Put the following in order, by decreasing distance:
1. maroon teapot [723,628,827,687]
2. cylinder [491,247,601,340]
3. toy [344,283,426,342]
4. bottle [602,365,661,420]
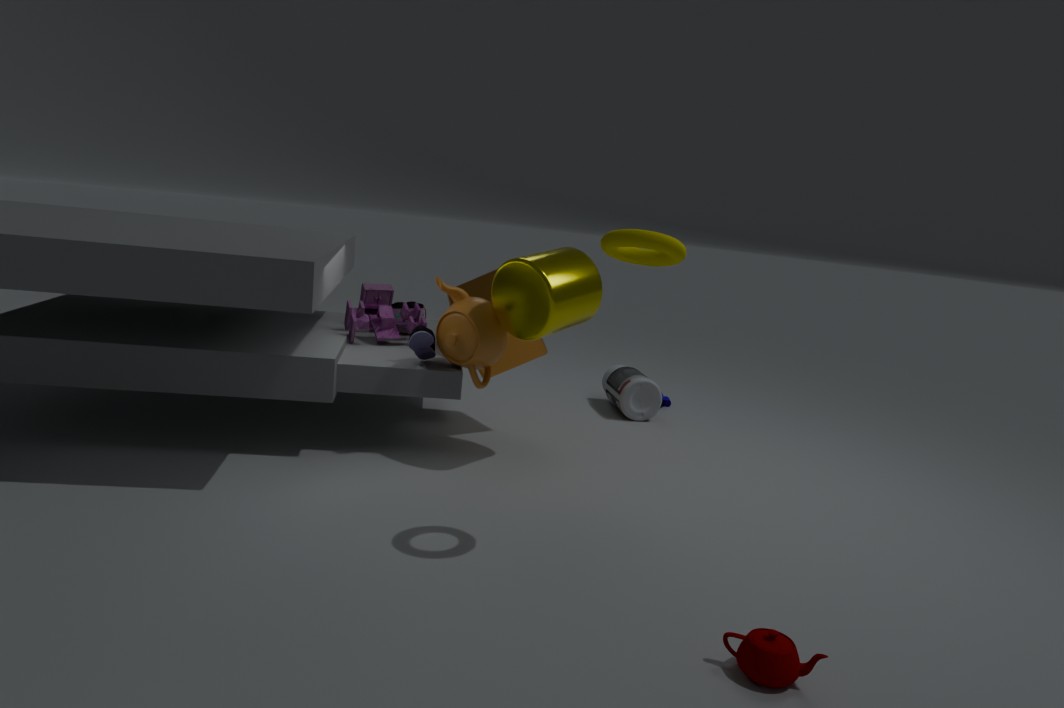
bottle [602,365,661,420] → toy [344,283,426,342] → cylinder [491,247,601,340] → maroon teapot [723,628,827,687]
